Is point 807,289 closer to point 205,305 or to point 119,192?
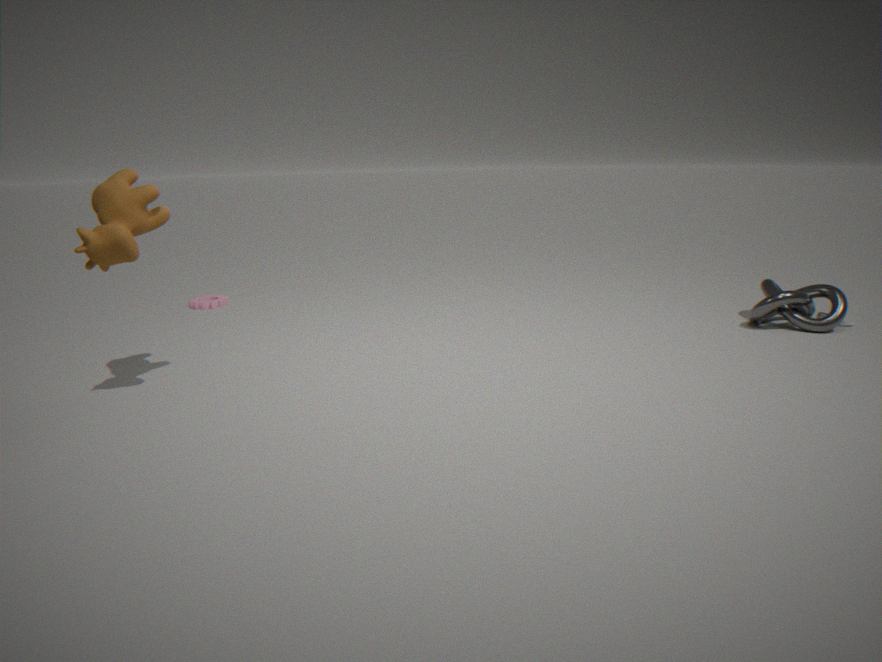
point 119,192
